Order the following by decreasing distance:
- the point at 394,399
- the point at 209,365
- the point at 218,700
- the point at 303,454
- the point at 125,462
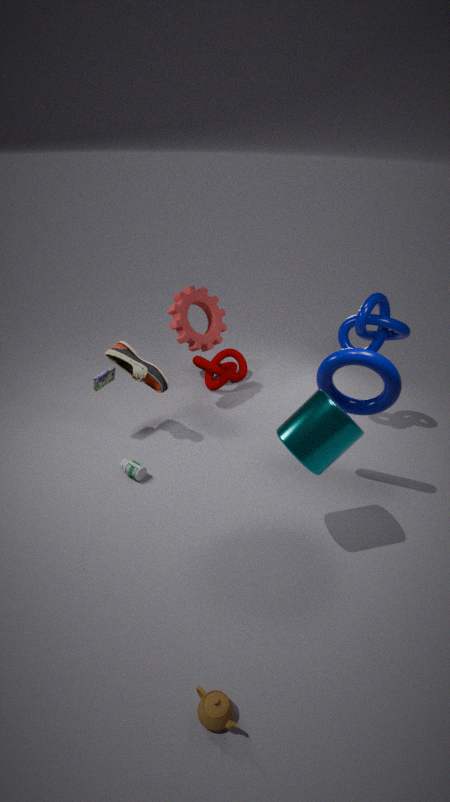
1. the point at 209,365
2. the point at 125,462
3. the point at 394,399
4. the point at 303,454
5. the point at 218,700
